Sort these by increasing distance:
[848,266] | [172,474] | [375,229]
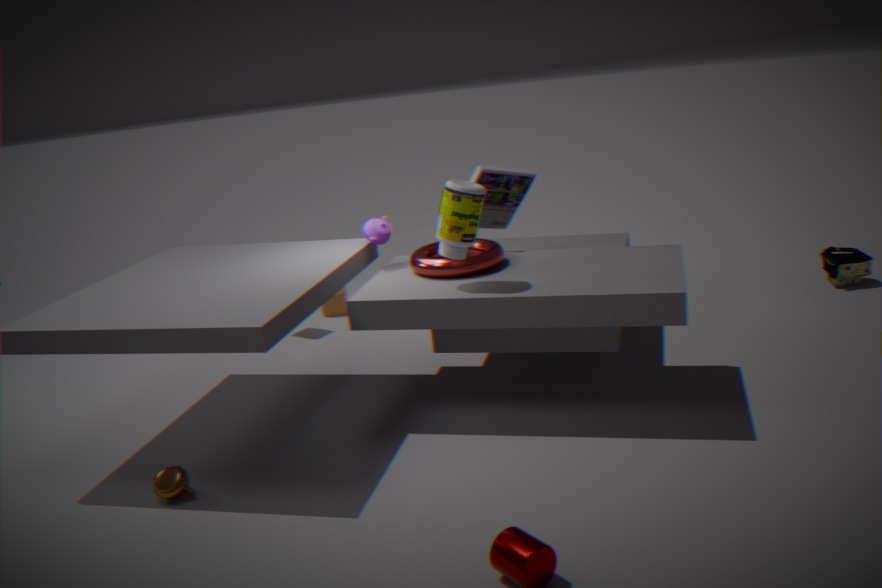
[172,474] → [375,229] → [848,266]
